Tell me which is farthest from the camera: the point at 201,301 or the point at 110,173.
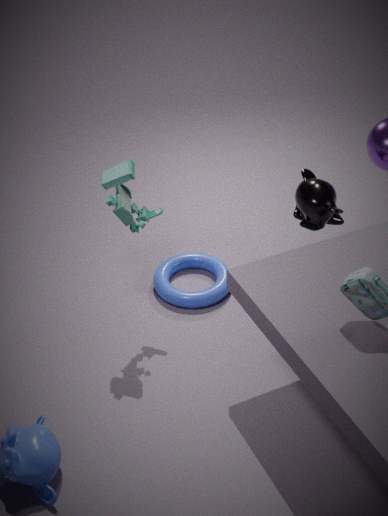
the point at 201,301
